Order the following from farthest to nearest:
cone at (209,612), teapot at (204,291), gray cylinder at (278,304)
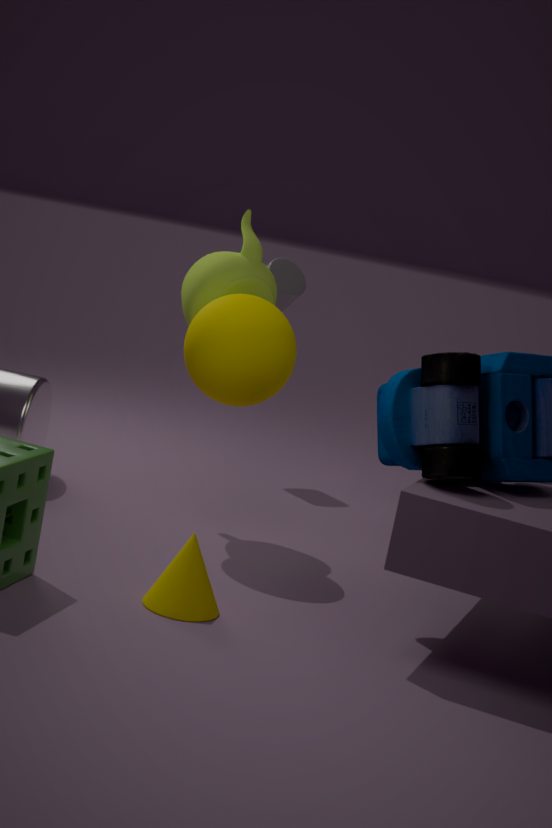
1. gray cylinder at (278,304)
2. teapot at (204,291)
3. cone at (209,612)
